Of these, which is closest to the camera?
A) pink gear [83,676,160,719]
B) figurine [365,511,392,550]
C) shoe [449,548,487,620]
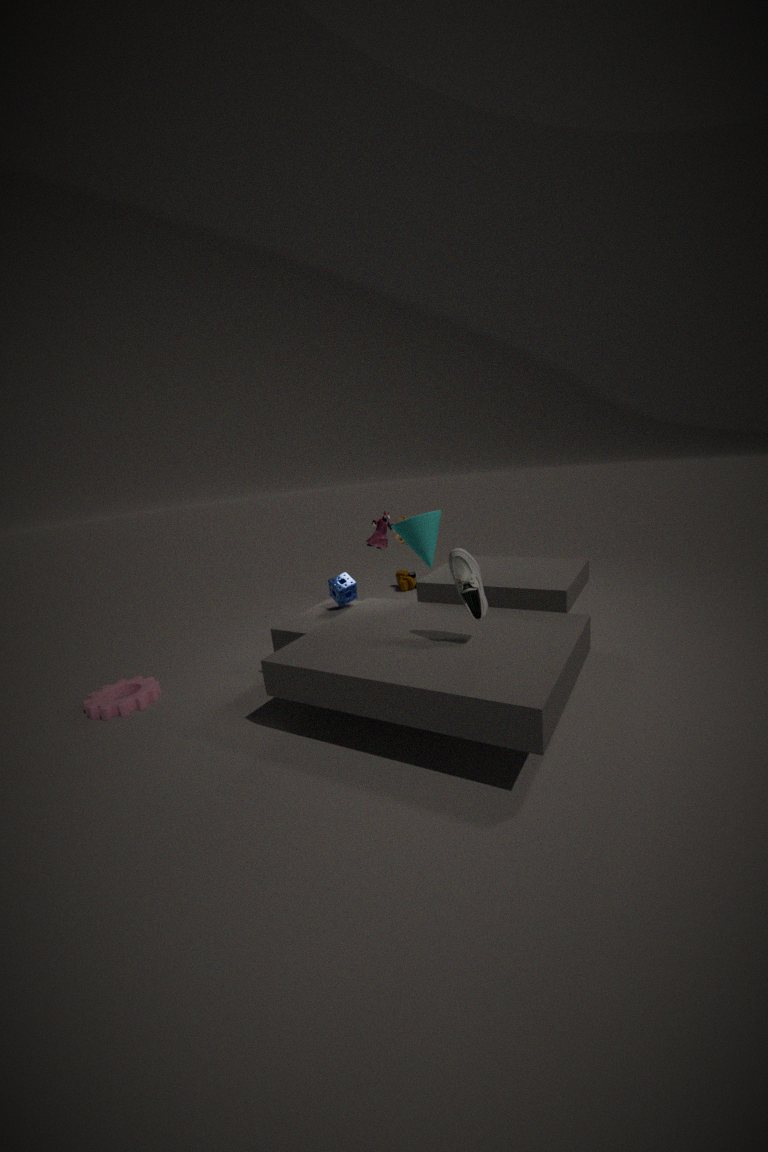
shoe [449,548,487,620]
